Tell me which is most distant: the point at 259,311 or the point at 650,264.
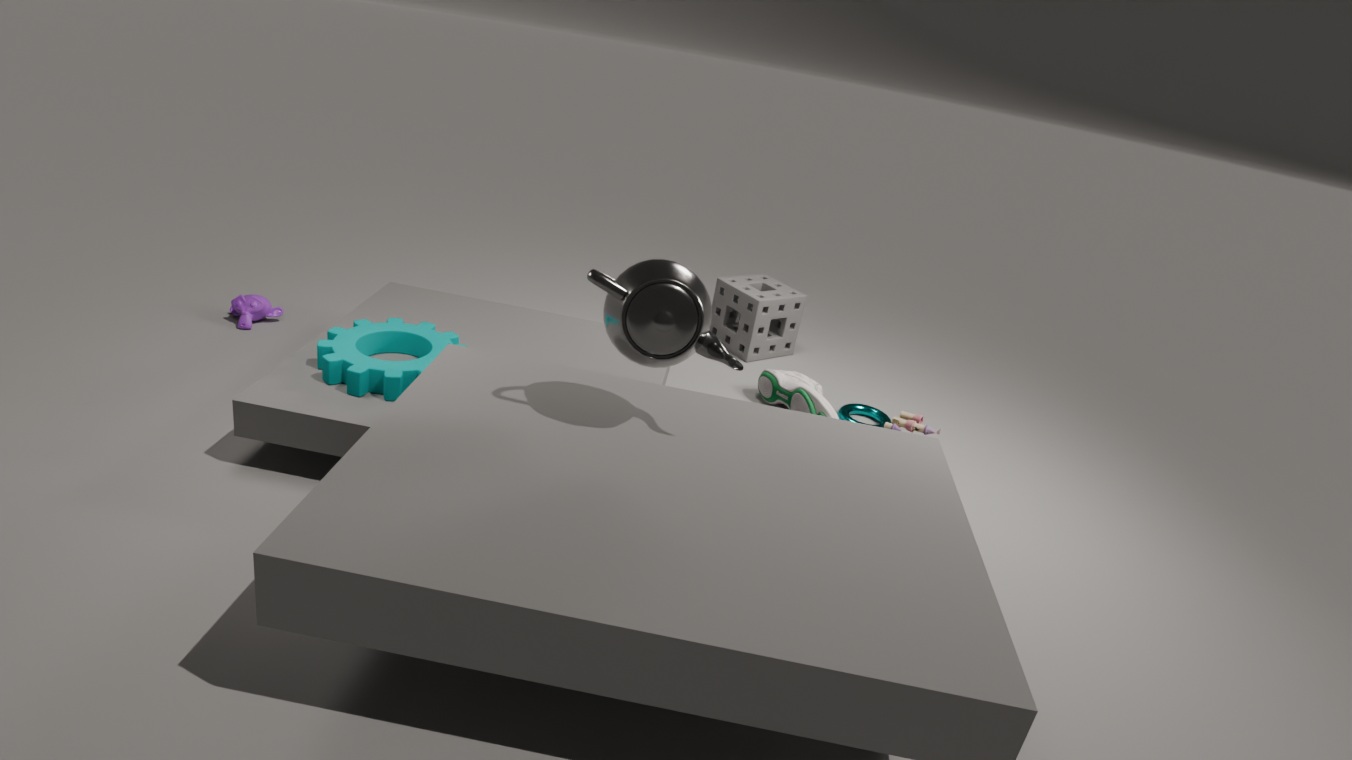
the point at 259,311
